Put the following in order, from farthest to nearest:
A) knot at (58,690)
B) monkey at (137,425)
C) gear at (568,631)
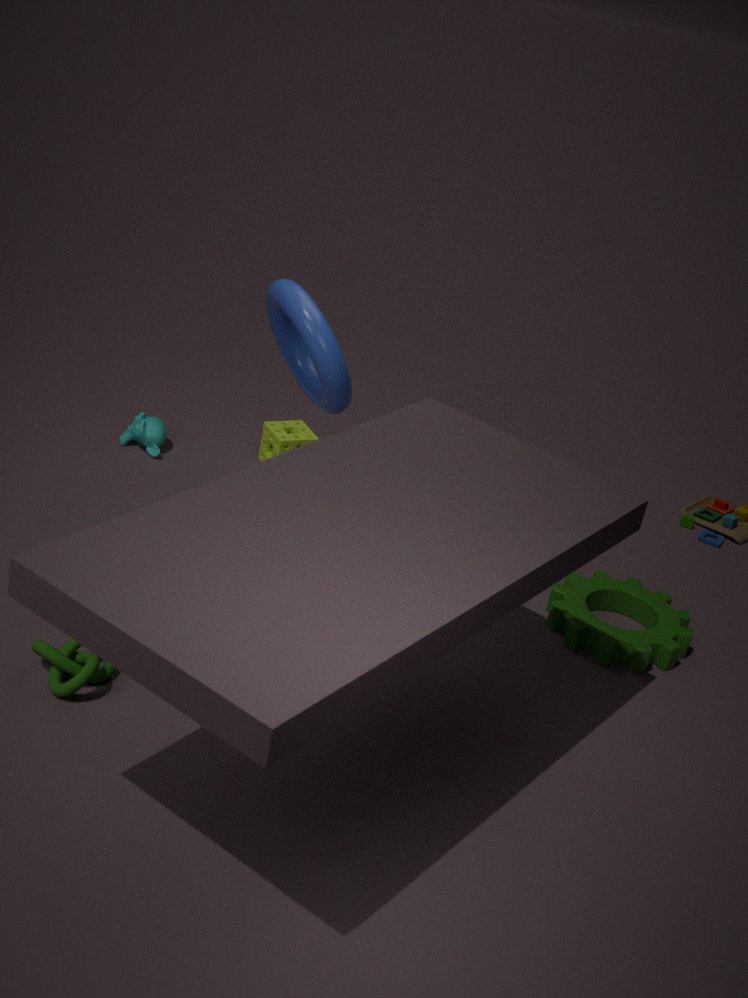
1. monkey at (137,425)
2. gear at (568,631)
3. knot at (58,690)
